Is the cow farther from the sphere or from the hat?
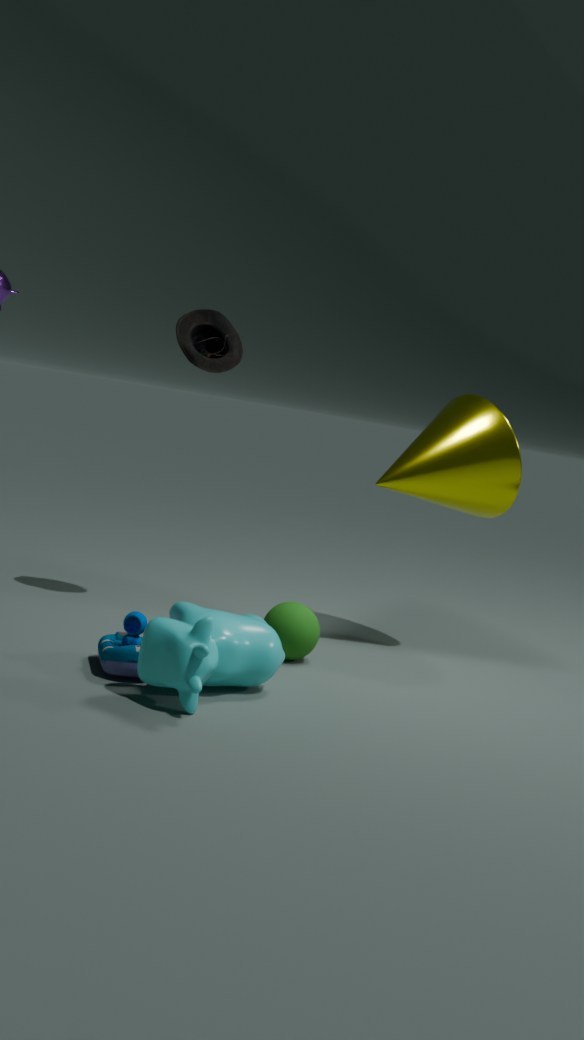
the hat
